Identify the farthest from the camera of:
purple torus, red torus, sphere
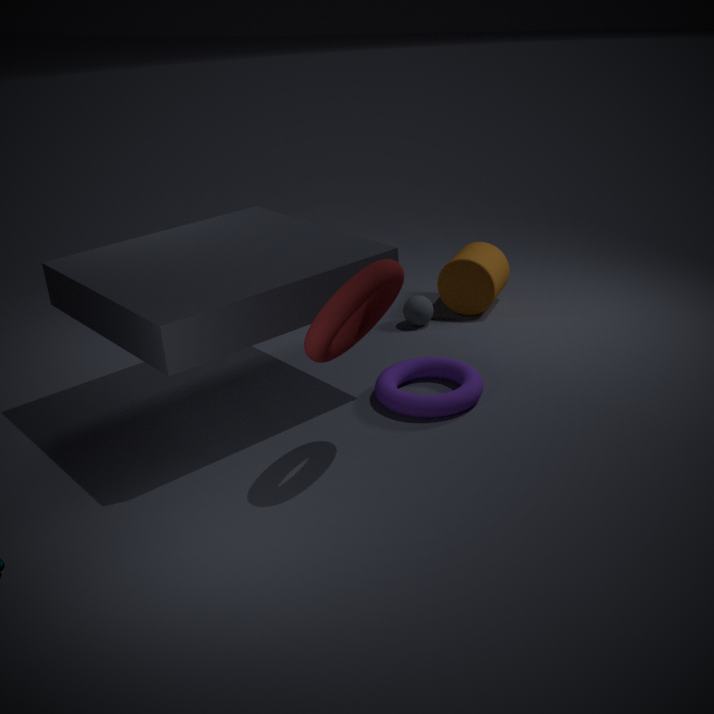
sphere
